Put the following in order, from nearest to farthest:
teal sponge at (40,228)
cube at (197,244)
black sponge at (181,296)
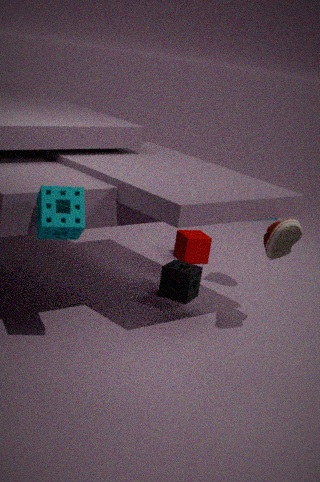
1. teal sponge at (40,228)
2. black sponge at (181,296)
3. cube at (197,244)
